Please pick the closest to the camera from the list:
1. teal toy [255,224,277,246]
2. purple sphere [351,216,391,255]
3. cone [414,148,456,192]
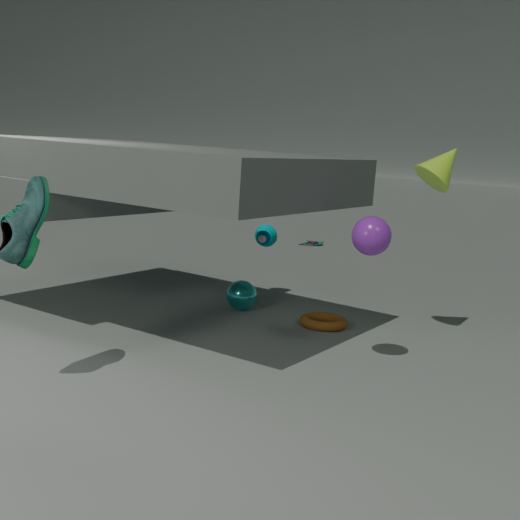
purple sphere [351,216,391,255]
